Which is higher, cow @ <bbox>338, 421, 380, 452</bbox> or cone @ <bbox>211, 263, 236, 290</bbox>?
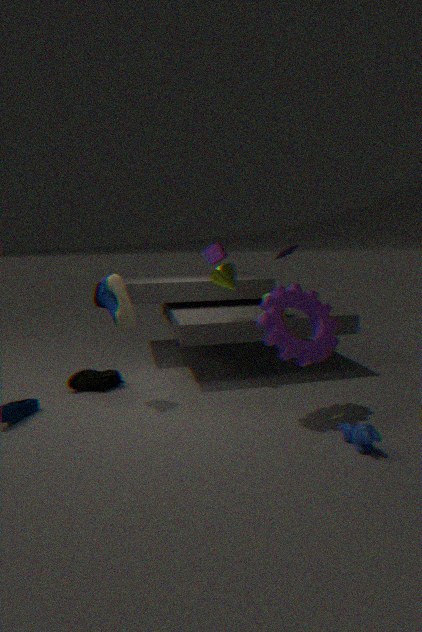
cone @ <bbox>211, 263, 236, 290</bbox>
